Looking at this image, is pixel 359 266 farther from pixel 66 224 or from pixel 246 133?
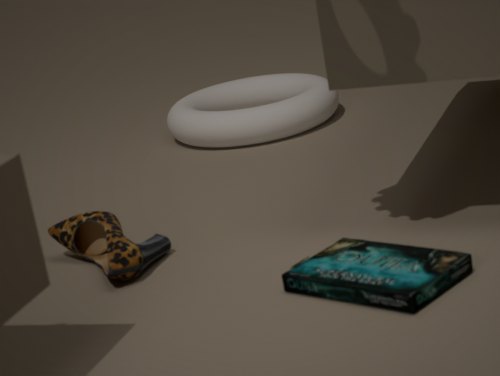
pixel 246 133
